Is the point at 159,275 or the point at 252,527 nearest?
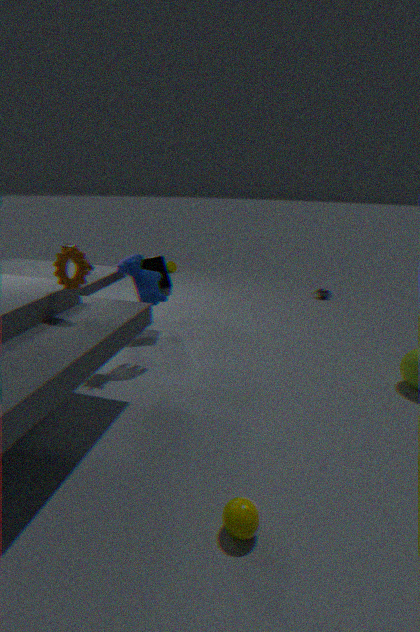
the point at 252,527
